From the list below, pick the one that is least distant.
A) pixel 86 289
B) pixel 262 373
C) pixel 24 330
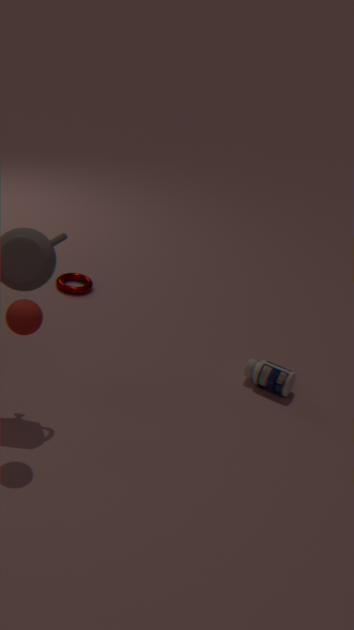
pixel 24 330
